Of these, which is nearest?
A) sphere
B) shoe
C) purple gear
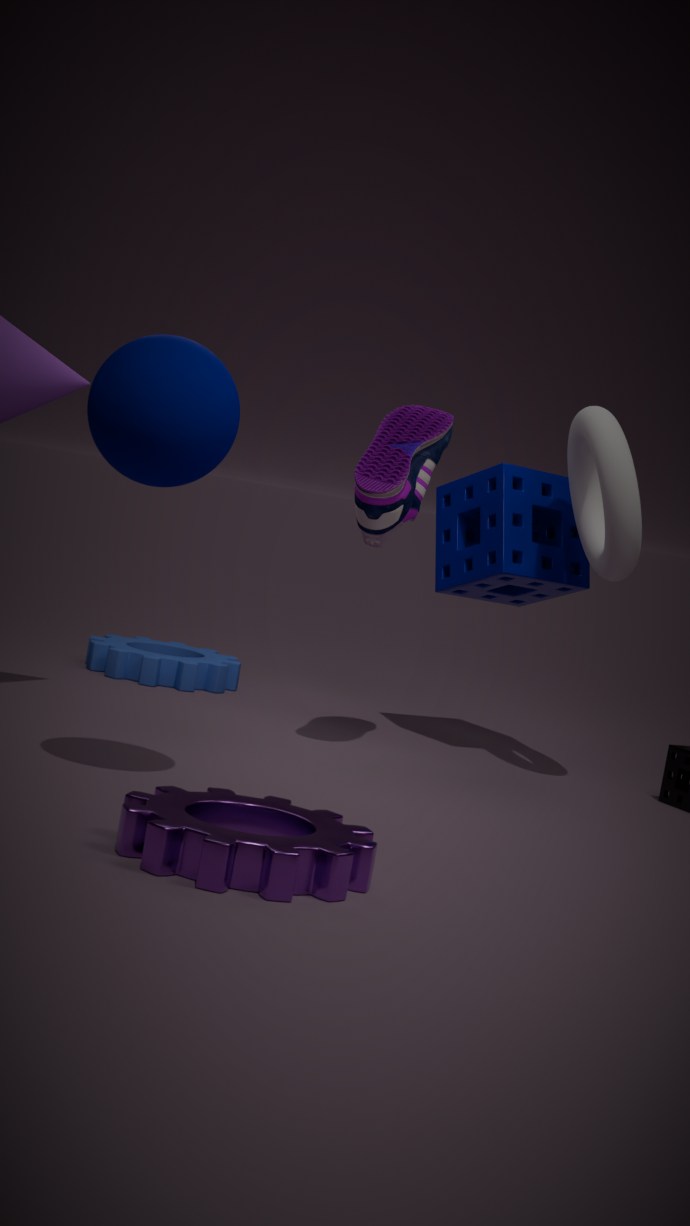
purple gear
